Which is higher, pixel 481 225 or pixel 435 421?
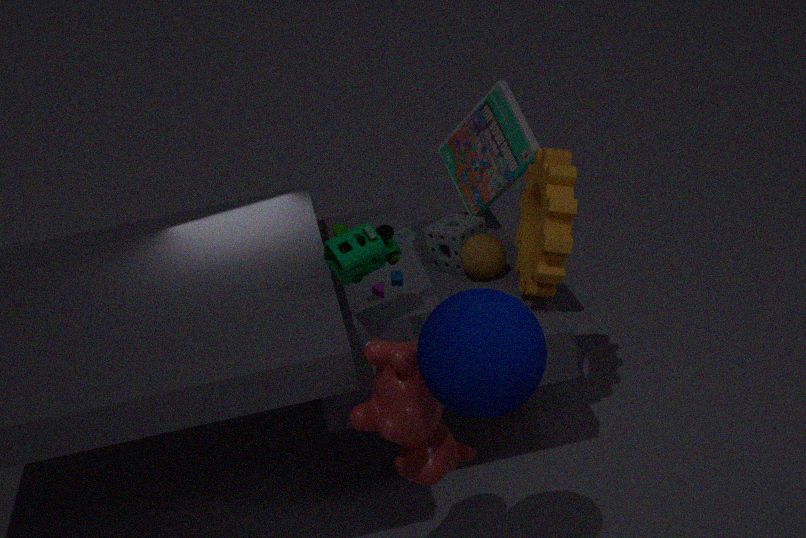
pixel 435 421
